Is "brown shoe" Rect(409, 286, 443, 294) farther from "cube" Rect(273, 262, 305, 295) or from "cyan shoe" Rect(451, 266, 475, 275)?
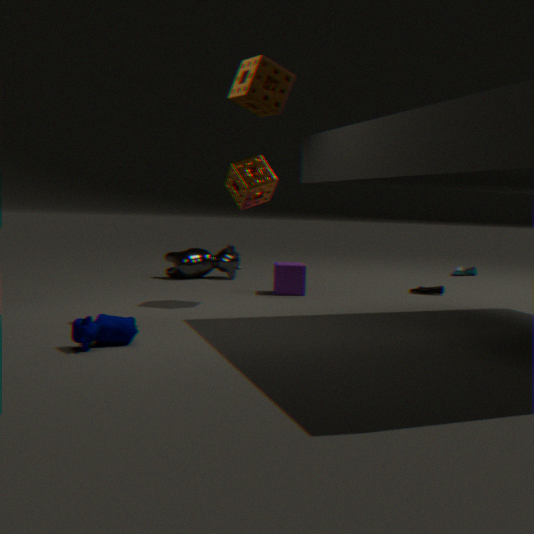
"cyan shoe" Rect(451, 266, 475, 275)
